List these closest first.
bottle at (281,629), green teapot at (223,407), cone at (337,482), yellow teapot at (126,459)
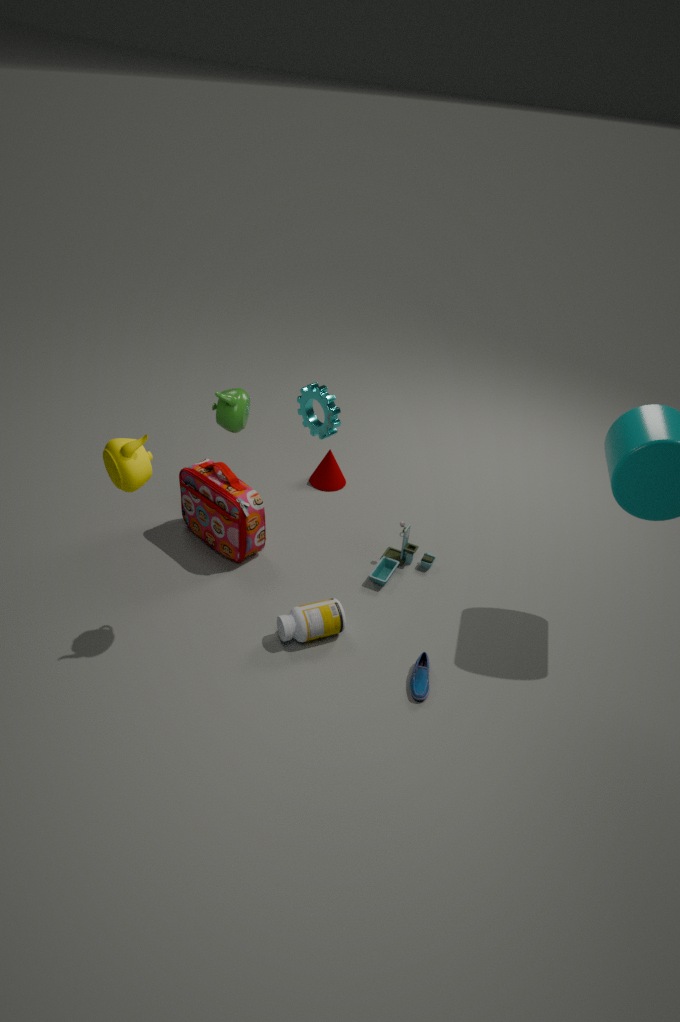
yellow teapot at (126,459) → green teapot at (223,407) → bottle at (281,629) → cone at (337,482)
